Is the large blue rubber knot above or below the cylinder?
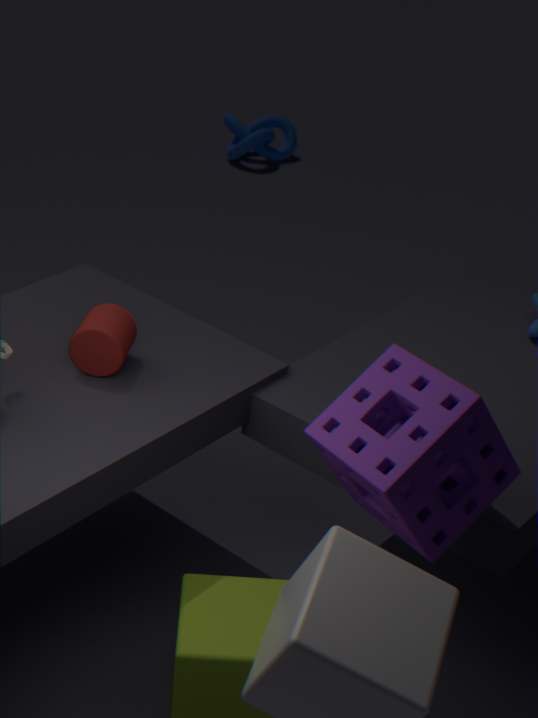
below
